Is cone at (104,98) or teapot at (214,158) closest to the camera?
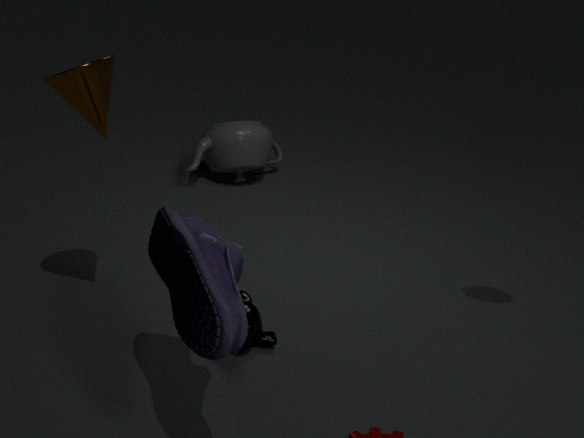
cone at (104,98)
